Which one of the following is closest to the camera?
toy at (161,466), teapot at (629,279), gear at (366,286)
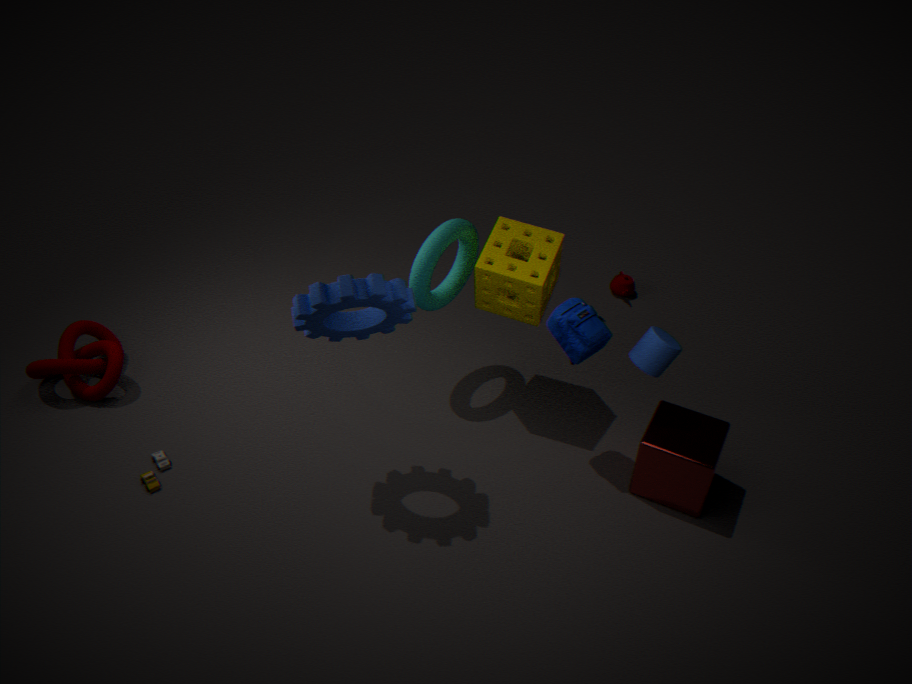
gear at (366,286)
